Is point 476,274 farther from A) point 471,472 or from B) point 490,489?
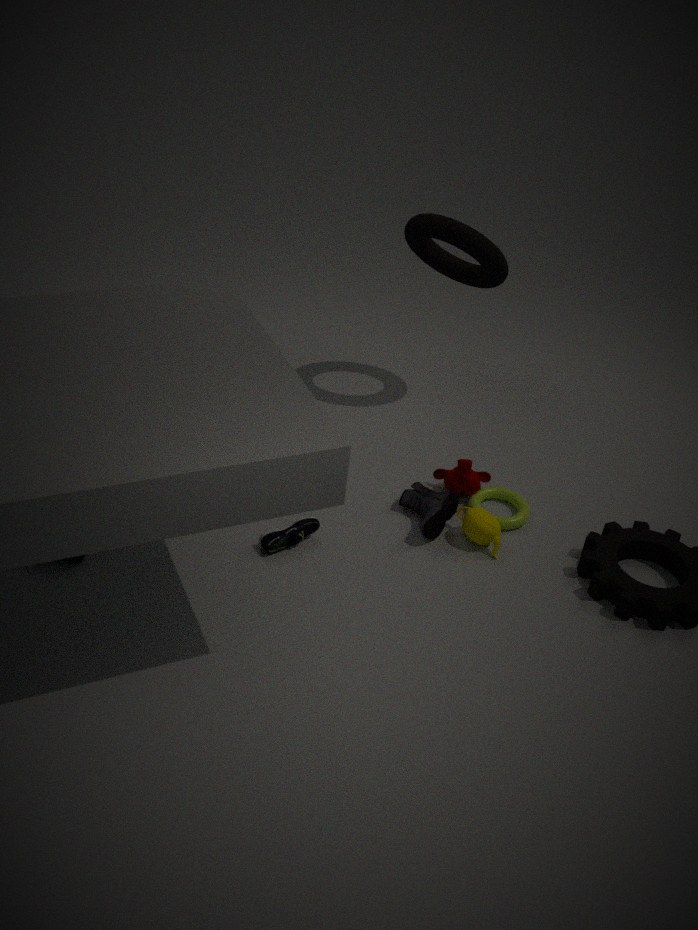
B) point 490,489
